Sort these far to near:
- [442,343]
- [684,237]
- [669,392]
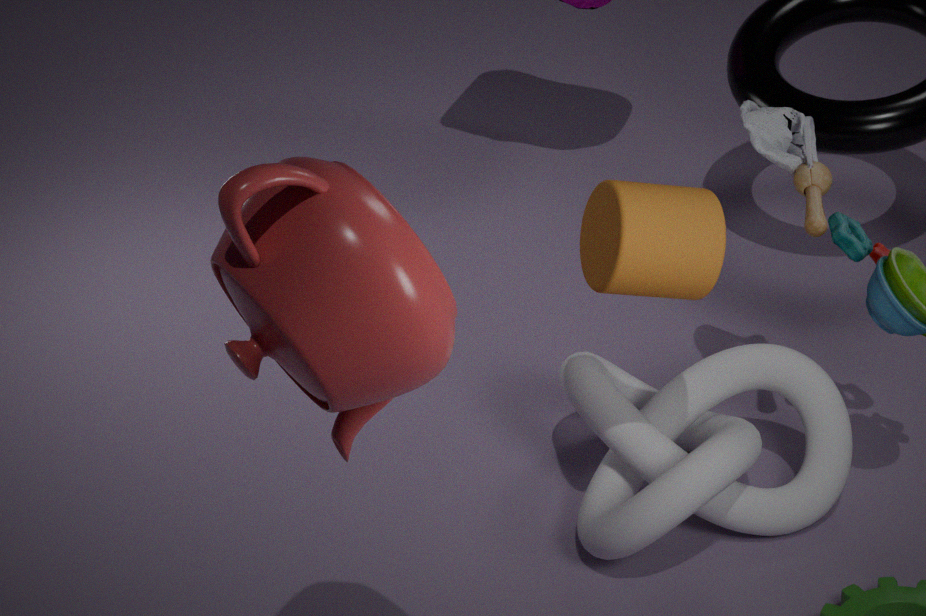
[669,392], [684,237], [442,343]
